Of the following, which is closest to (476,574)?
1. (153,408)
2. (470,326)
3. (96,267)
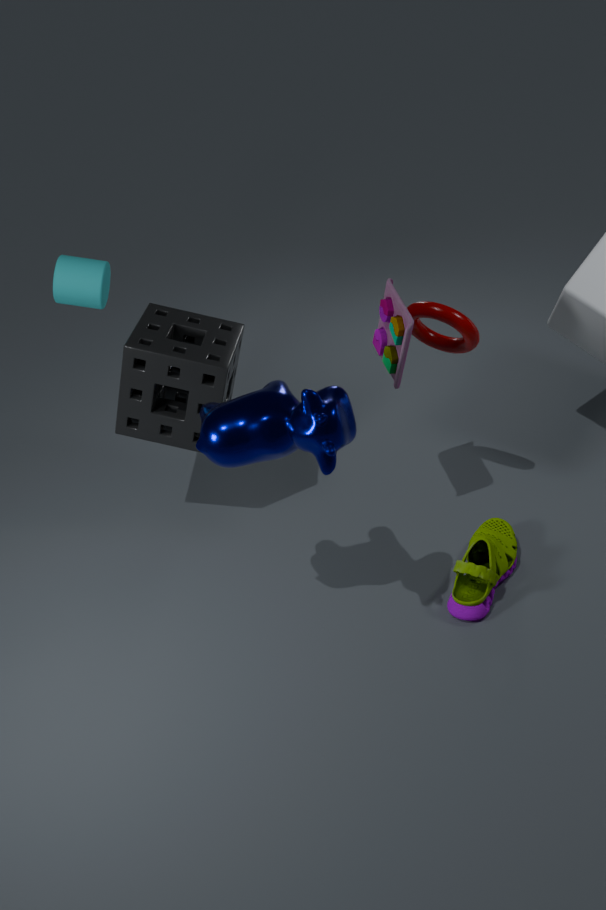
(470,326)
